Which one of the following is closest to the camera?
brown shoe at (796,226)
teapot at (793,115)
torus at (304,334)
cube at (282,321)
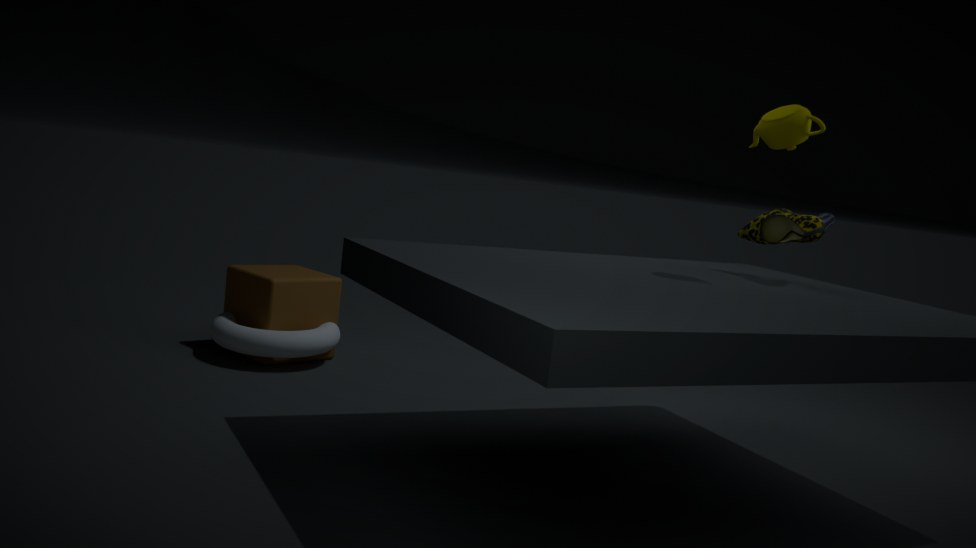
teapot at (793,115)
